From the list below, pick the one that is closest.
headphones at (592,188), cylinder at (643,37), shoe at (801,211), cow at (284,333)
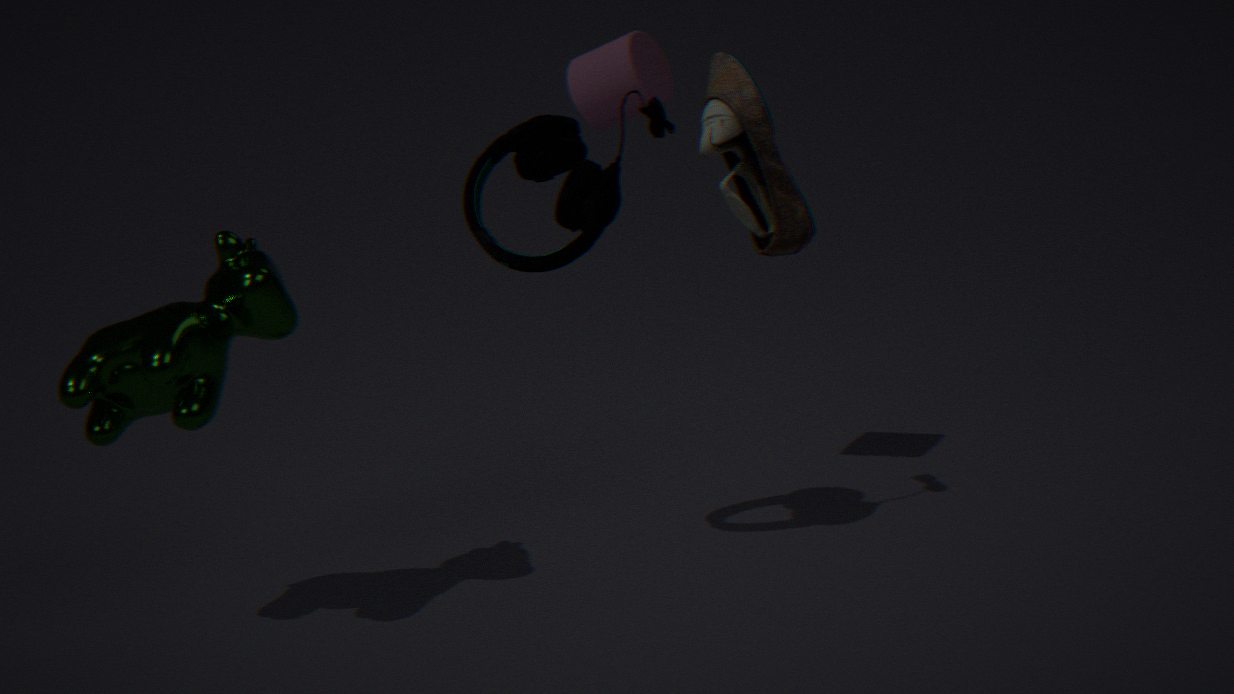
shoe at (801,211)
